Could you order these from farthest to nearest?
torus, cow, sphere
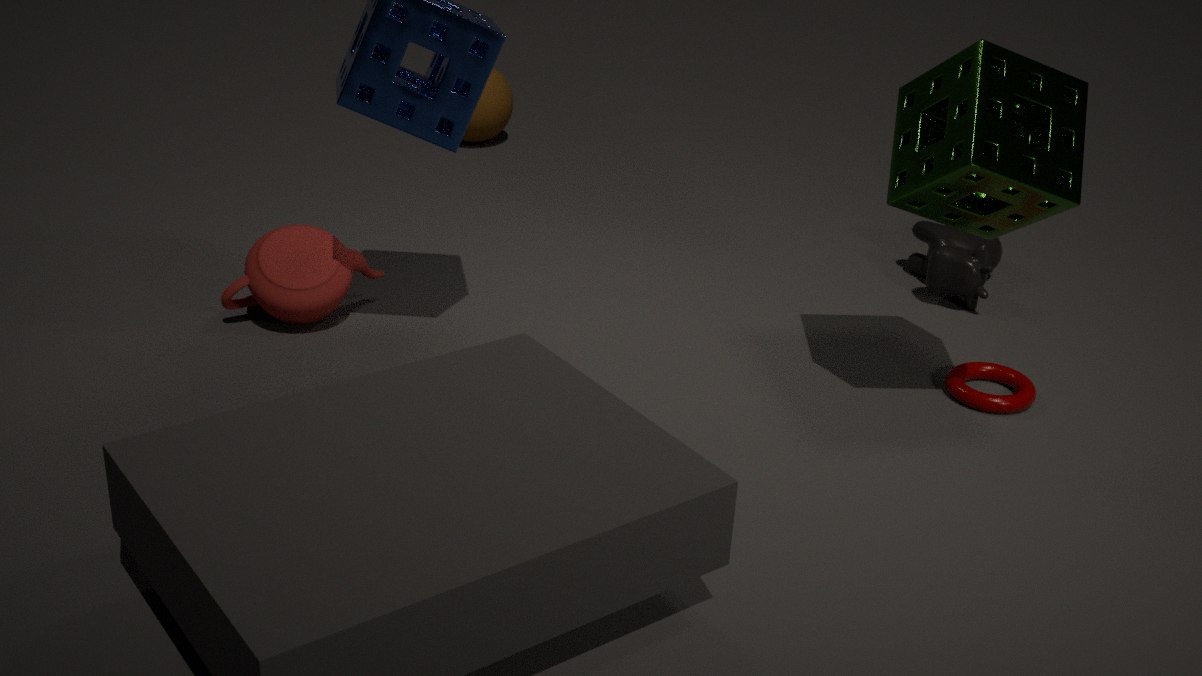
sphere < cow < torus
